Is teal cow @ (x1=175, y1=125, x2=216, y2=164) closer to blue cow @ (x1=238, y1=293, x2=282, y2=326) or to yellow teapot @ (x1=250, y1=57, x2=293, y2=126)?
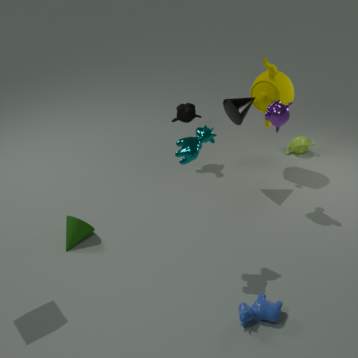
blue cow @ (x1=238, y1=293, x2=282, y2=326)
